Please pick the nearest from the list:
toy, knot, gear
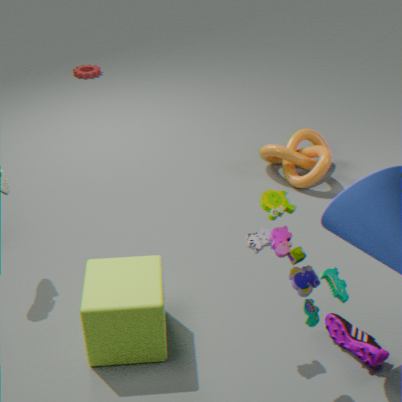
toy
